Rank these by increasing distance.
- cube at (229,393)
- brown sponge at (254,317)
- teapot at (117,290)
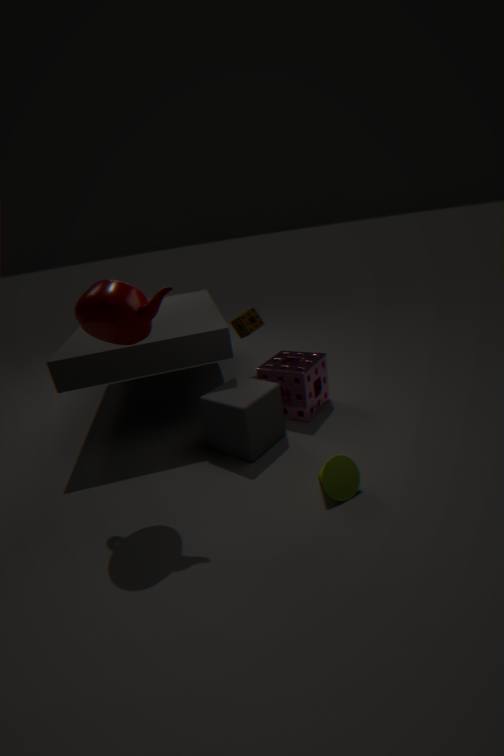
teapot at (117,290), cube at (229,393), brown sponge at (254,317)
